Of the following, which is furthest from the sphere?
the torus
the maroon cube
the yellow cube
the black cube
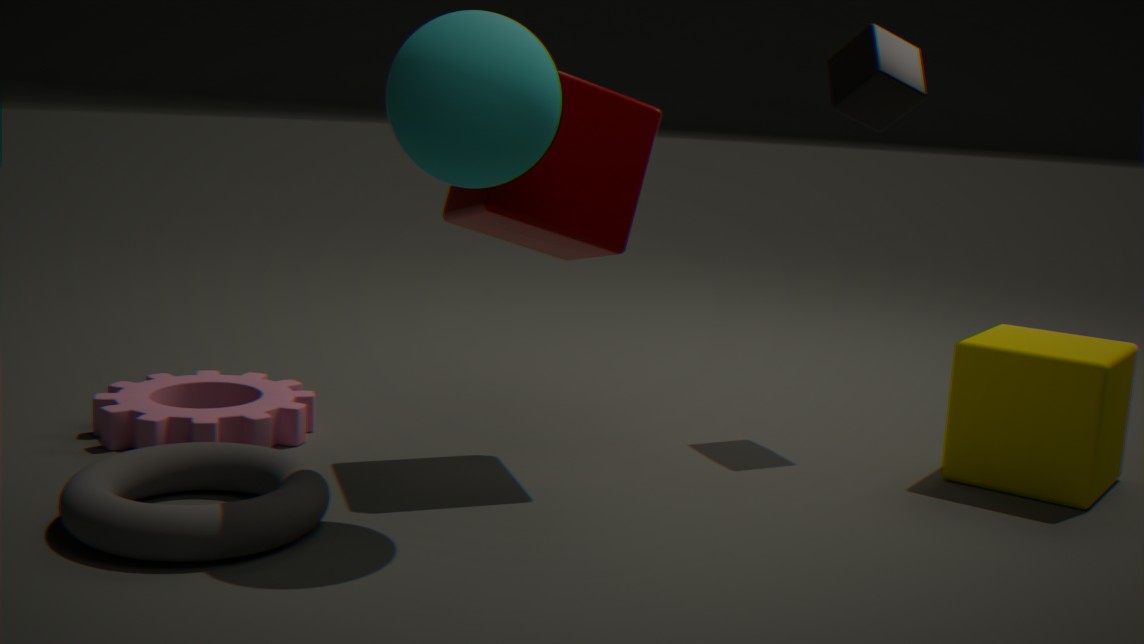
the yellow cube
